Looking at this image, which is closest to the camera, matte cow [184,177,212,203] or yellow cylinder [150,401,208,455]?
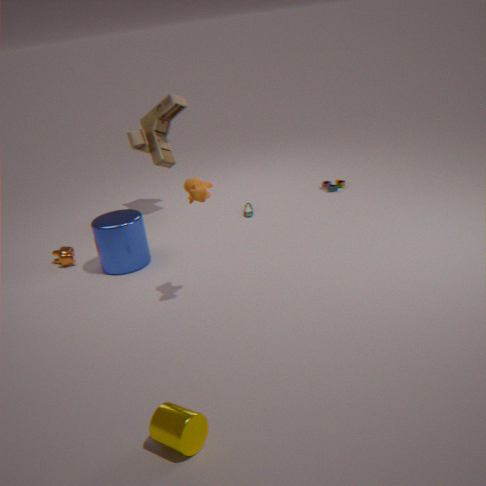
yellow cylinder [150,401,208,455]
